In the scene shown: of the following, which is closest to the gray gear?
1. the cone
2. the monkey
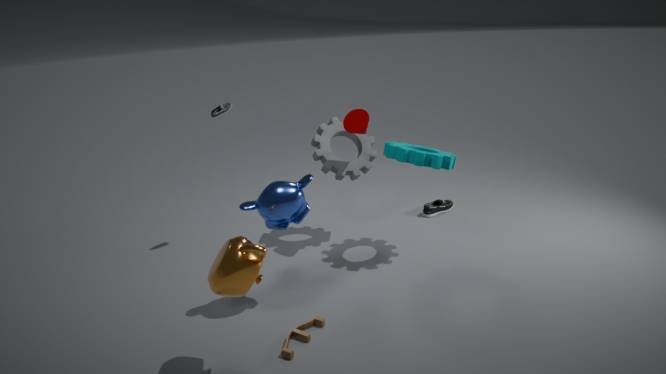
the cone
